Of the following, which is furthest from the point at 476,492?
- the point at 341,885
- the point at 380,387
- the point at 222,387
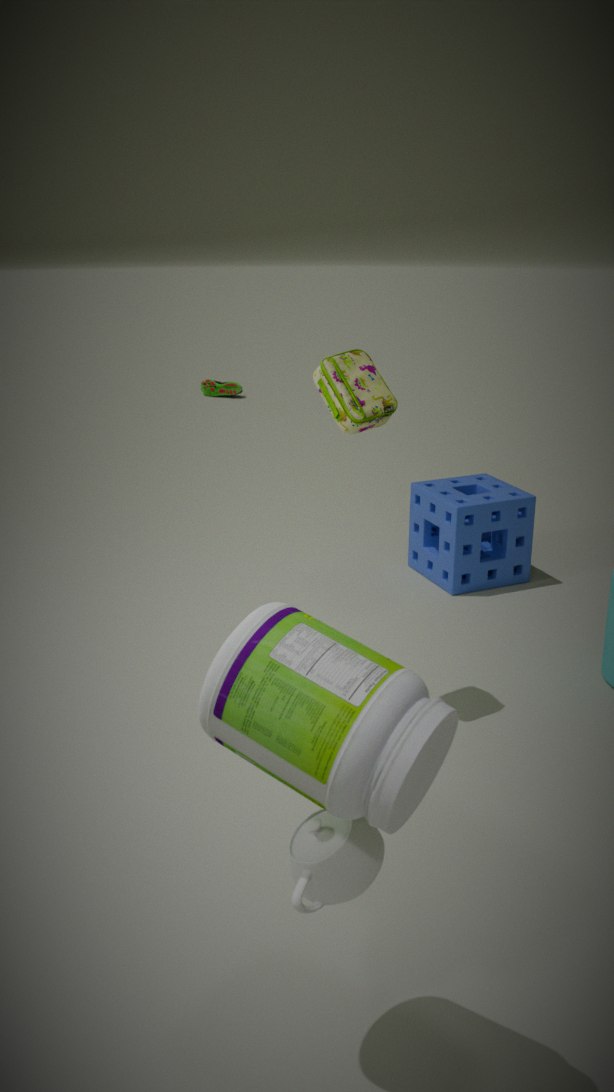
the point at 222,387
